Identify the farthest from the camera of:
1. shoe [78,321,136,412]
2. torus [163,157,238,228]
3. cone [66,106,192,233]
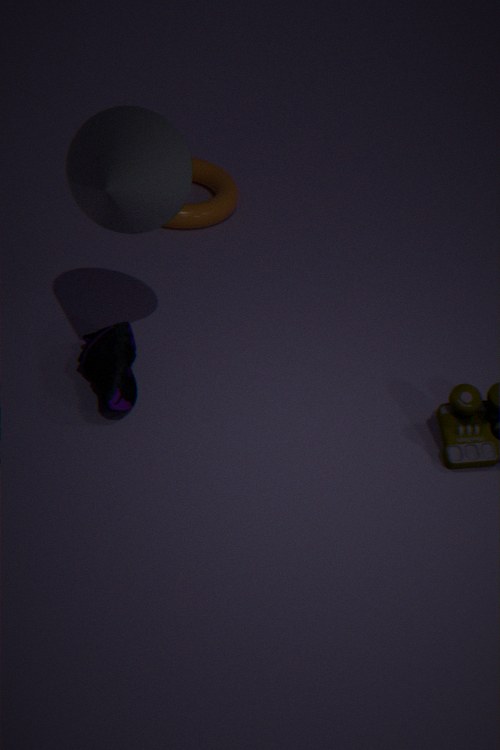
torus [163,157,238,228]
